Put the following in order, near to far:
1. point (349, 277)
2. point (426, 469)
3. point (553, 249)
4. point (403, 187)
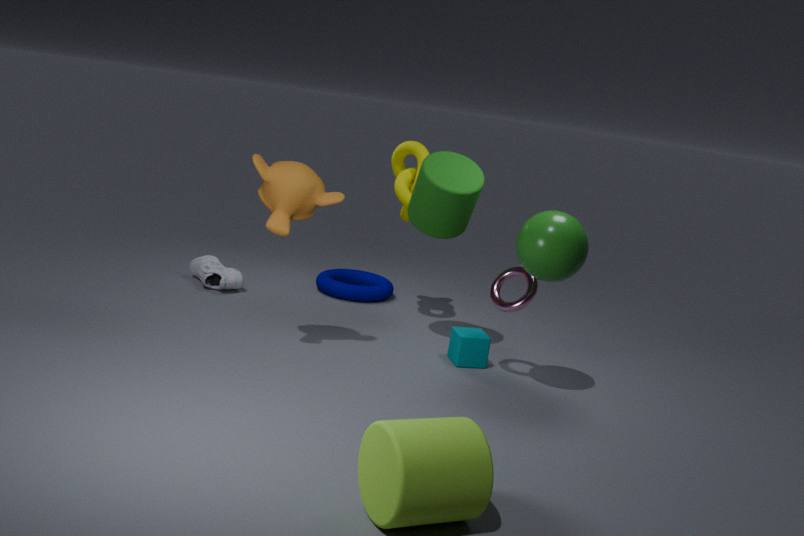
point (426, 469)
point (553, 249)
point (403, 187)
point (349, 277)
